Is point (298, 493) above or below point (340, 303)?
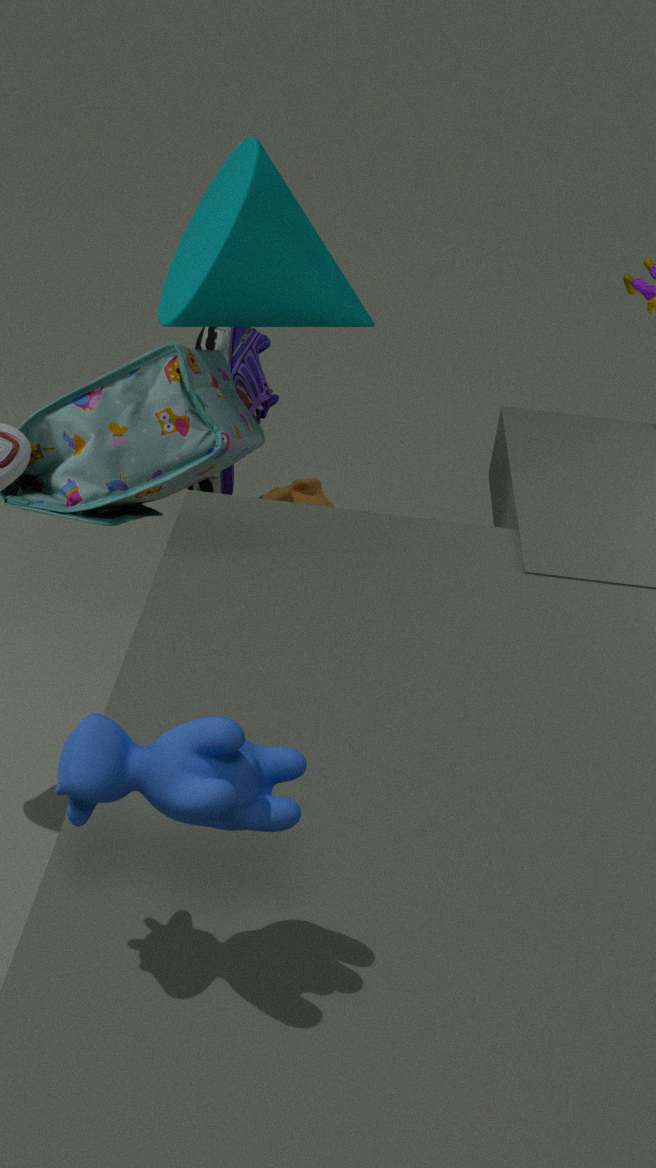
below
